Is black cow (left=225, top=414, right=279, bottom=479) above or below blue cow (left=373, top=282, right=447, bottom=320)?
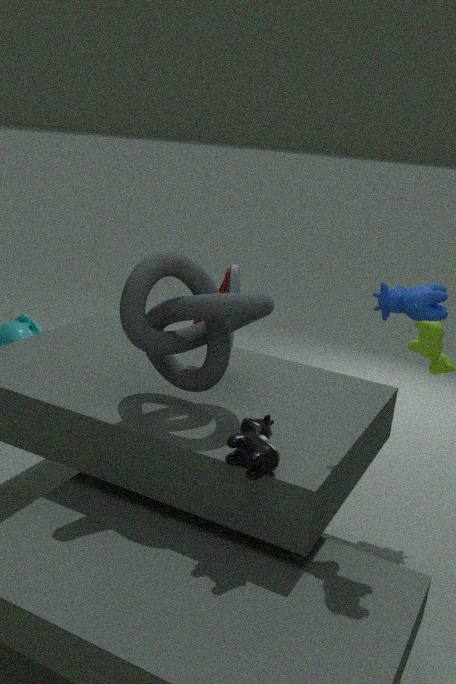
below
